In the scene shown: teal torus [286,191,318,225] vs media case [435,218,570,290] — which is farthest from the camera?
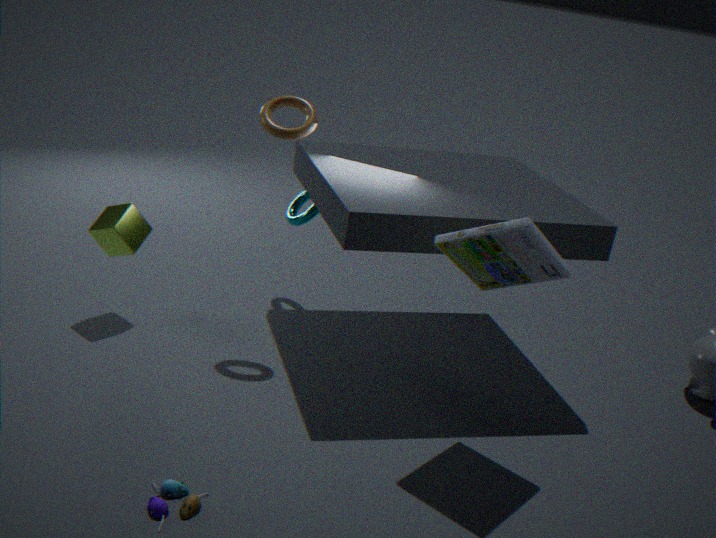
teal torus [286,191,318,225]
